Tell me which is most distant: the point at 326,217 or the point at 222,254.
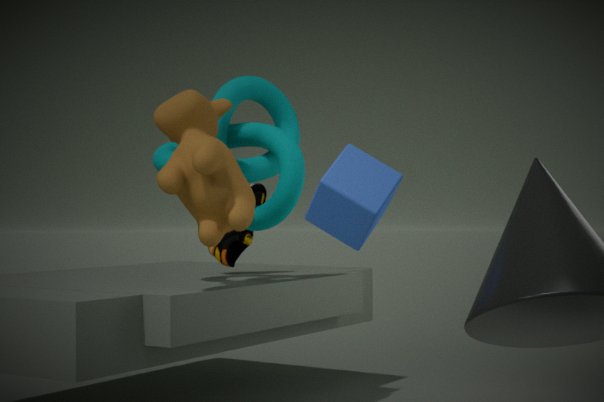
the point at 222,254
